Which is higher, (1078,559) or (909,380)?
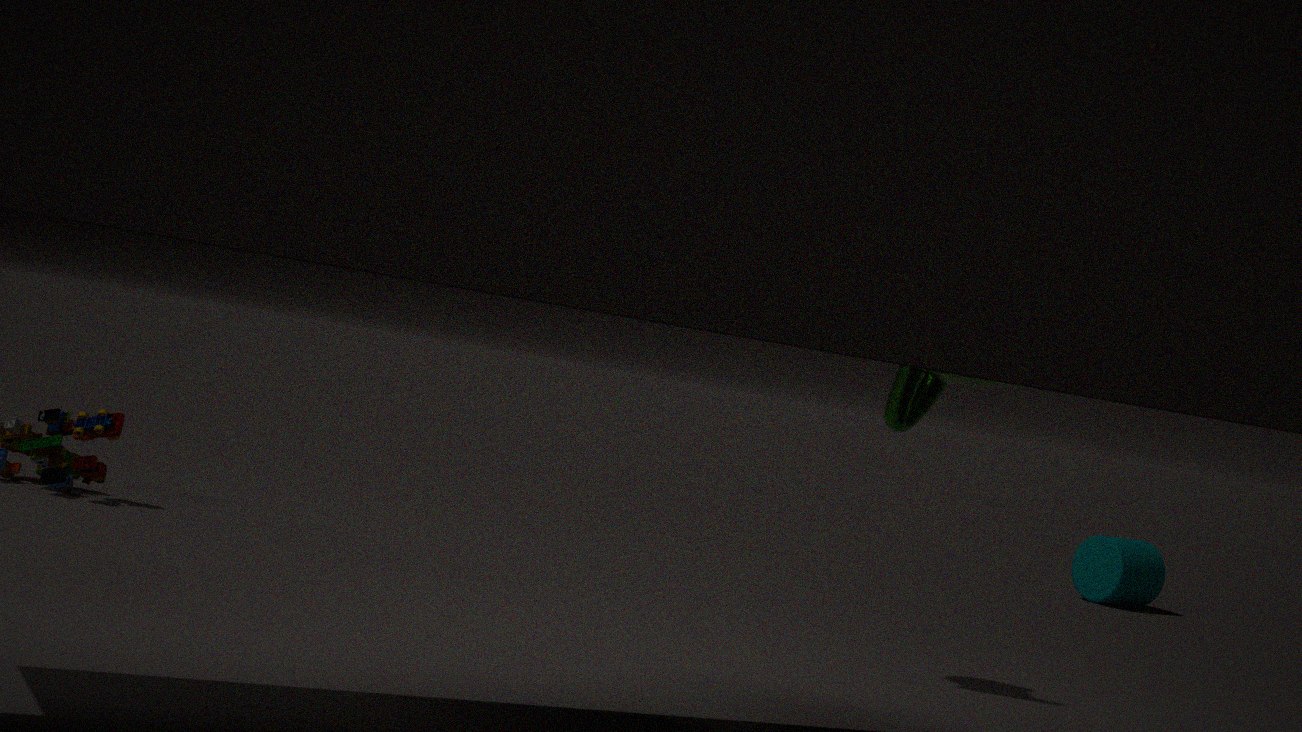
(909,380)
